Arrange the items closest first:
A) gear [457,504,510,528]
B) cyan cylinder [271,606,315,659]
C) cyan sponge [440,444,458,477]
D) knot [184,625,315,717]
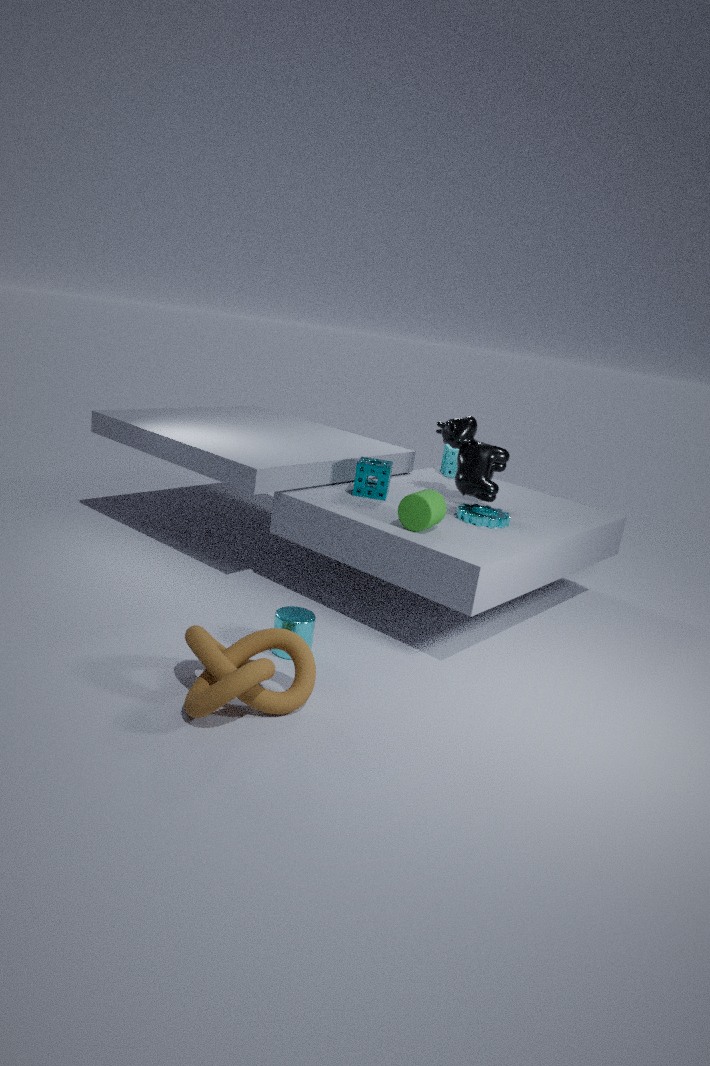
knot [184,625,315,717]
cyan cylinder [271,606,315,659]
gear [457,504,510,528]
cyan sponge [440,444,458,477]
